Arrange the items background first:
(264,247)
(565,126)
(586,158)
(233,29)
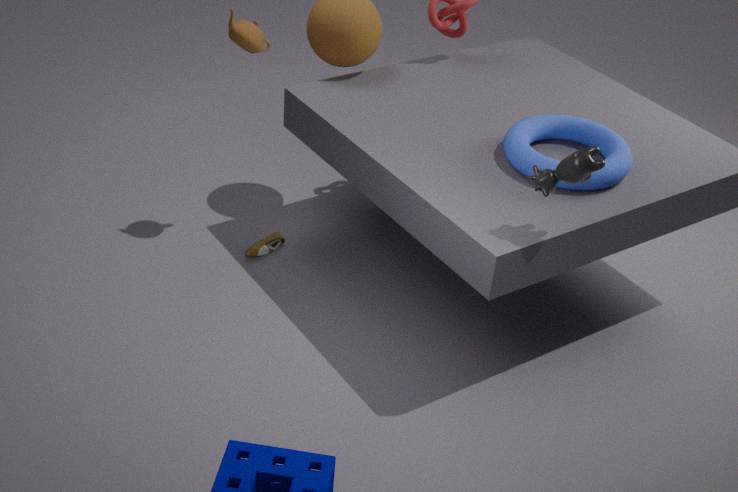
(264,247) → (233,29) → (565,126) → (586,158)
